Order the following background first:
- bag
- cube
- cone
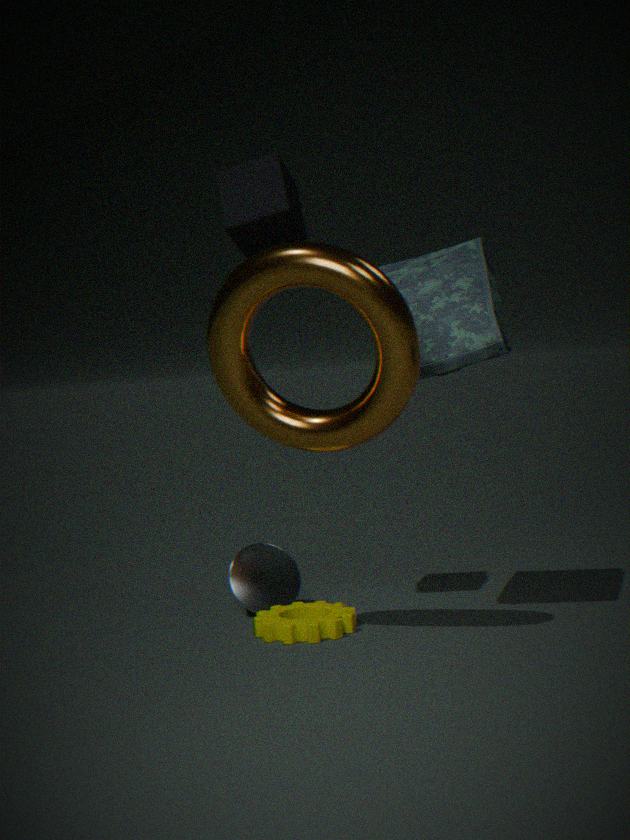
cone < cube < bag
